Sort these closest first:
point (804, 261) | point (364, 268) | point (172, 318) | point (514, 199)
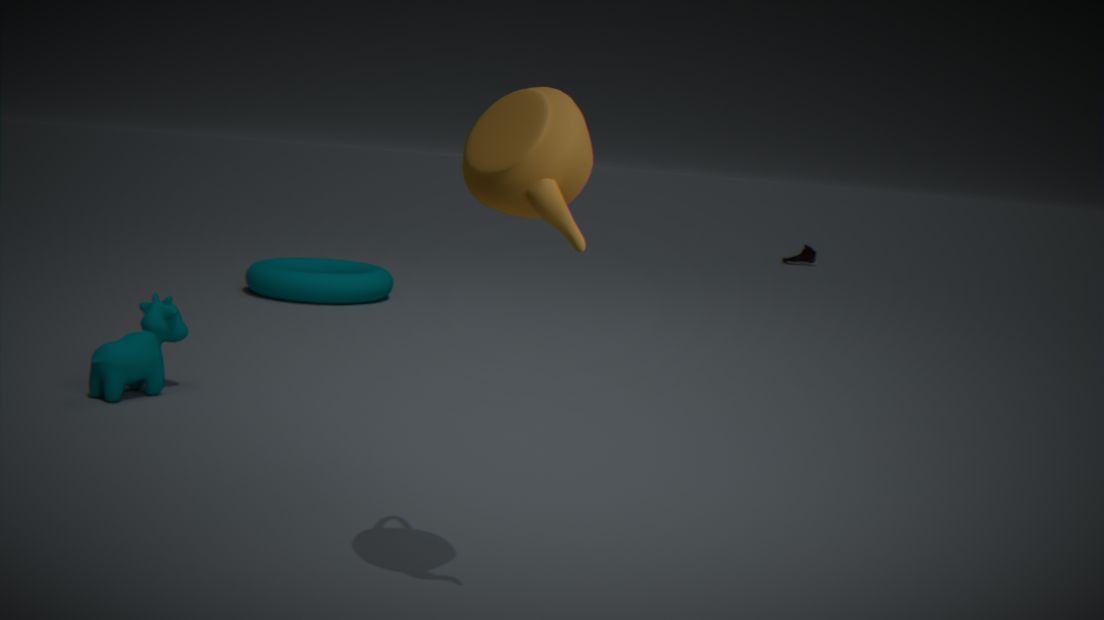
1. point (514, 199)
2. point (172, 318)
3. point (364, 268)
4. point (804, 261)
